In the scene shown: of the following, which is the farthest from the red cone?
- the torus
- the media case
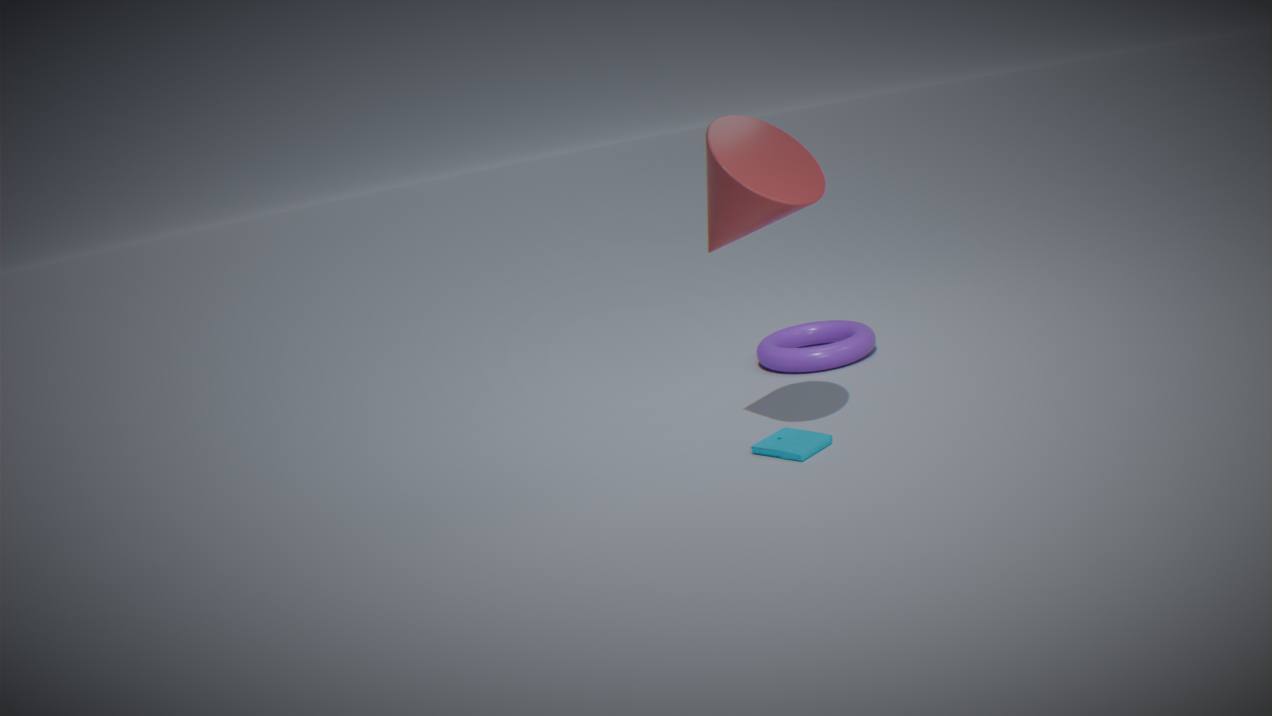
the torus
